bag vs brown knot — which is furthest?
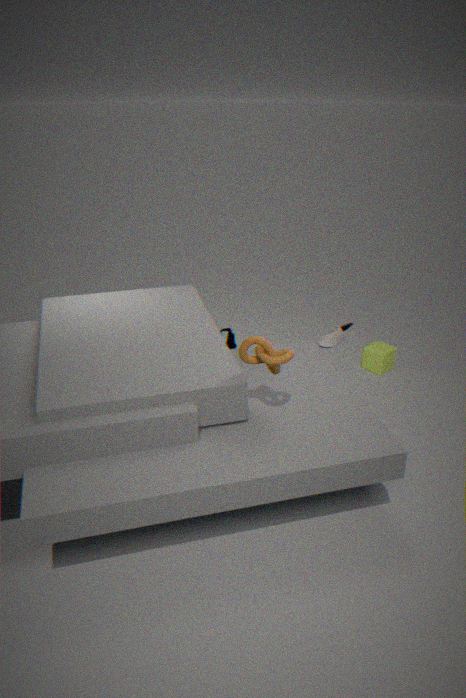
bag
